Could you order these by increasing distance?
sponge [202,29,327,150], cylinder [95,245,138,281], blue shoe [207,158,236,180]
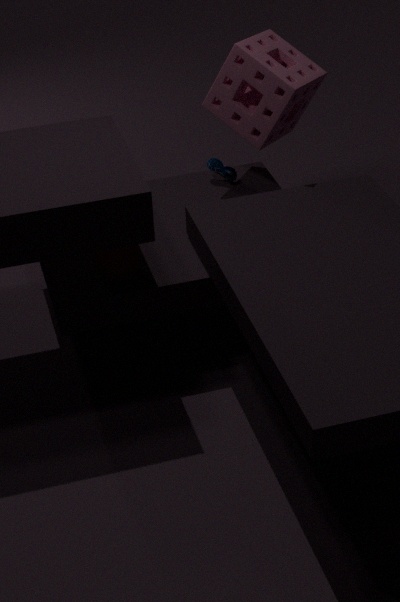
cylinder [95,245,138,281] < sponge [202,29,327,150] < blue shoe [207,158,236,180]
